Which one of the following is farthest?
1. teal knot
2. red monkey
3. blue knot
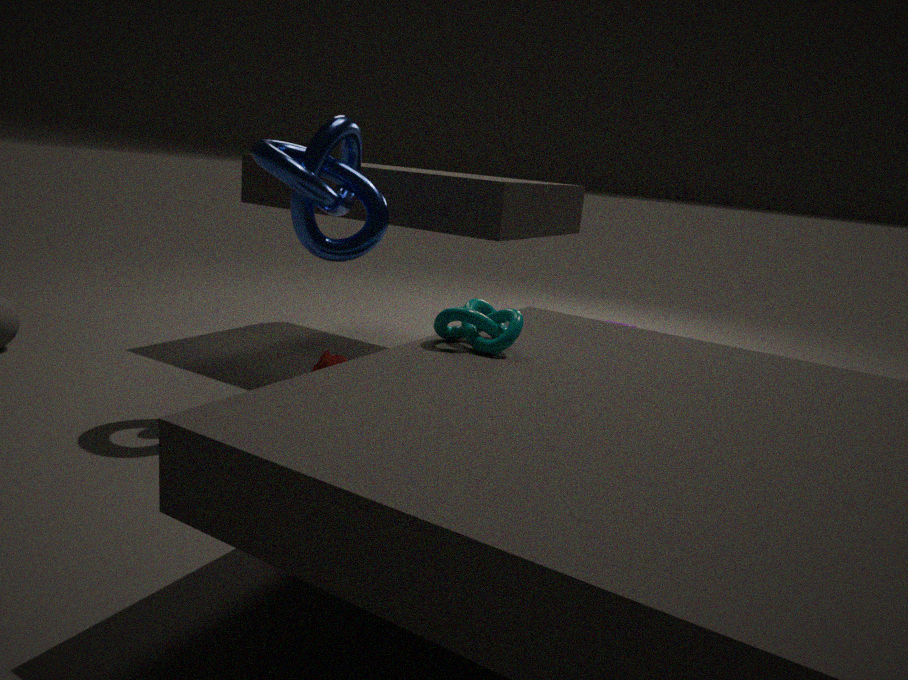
red monkey
